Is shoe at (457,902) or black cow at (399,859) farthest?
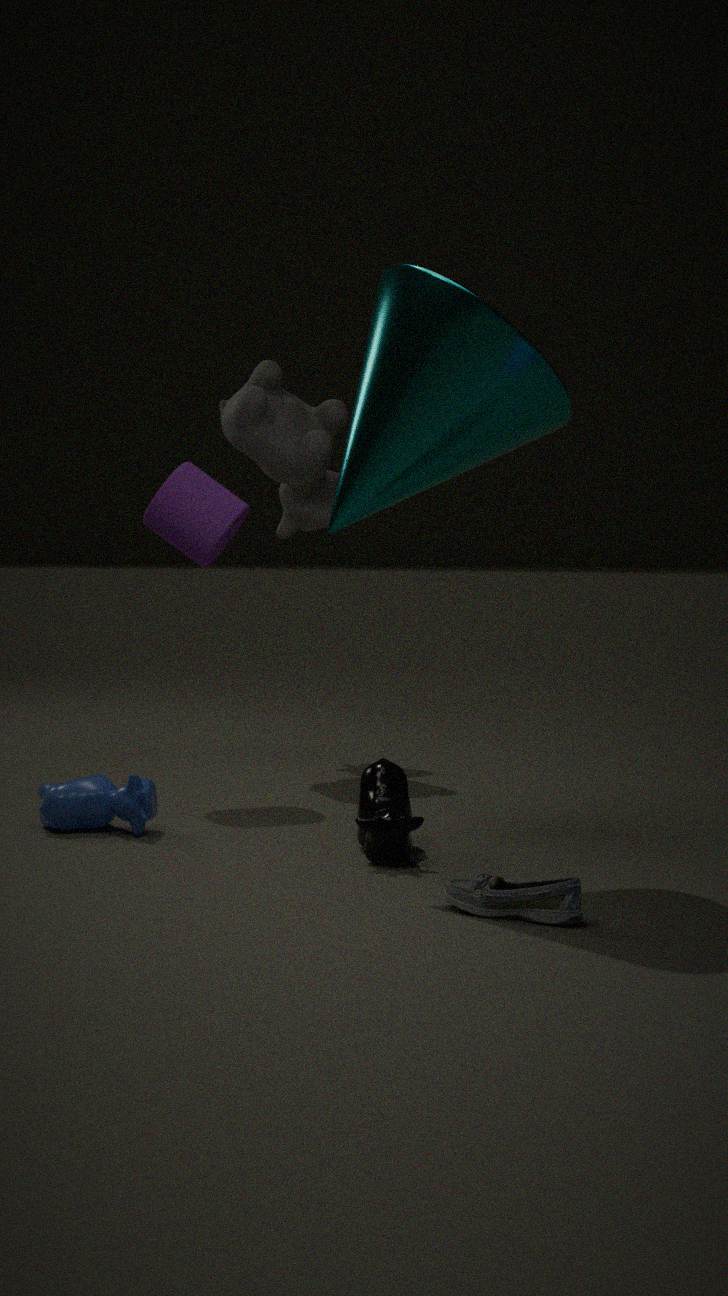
black cow at (399,859)
